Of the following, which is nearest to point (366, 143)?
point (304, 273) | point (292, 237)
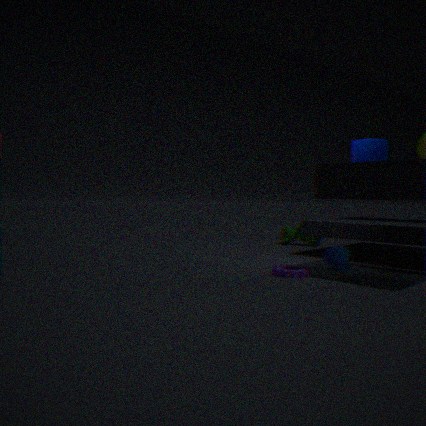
point (304, 273)
